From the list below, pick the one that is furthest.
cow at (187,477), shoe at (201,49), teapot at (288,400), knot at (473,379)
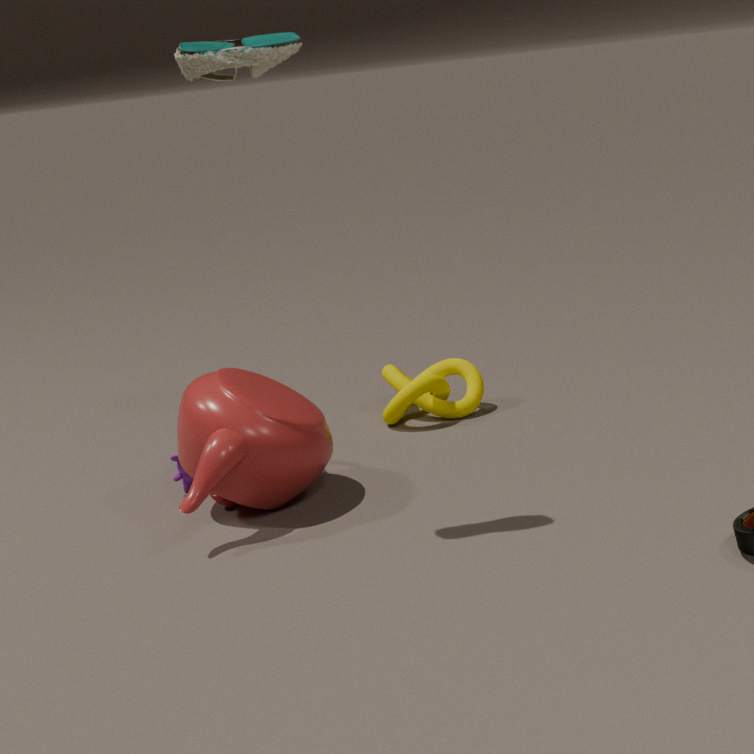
knot at (473,379)
